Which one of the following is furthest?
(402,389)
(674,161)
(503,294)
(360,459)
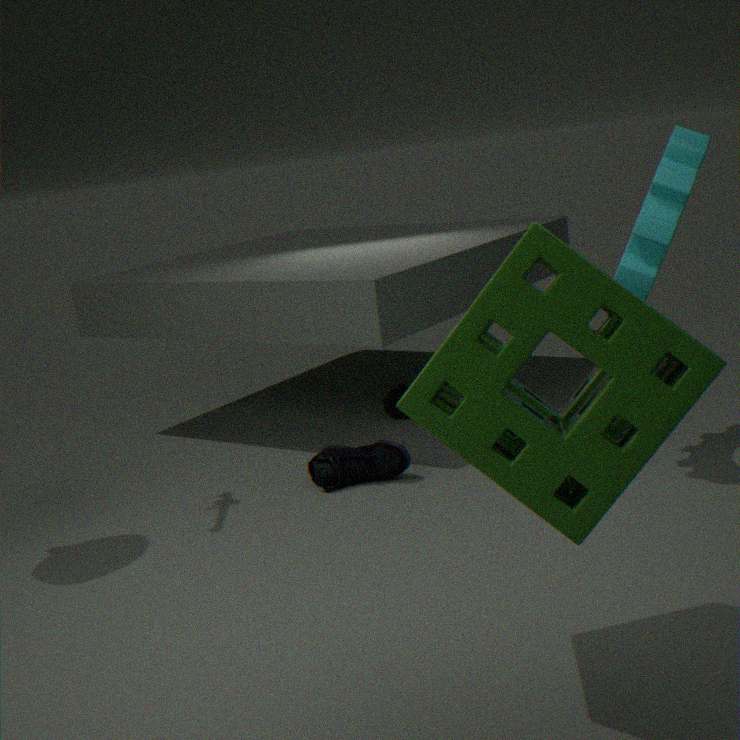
(402,389)
